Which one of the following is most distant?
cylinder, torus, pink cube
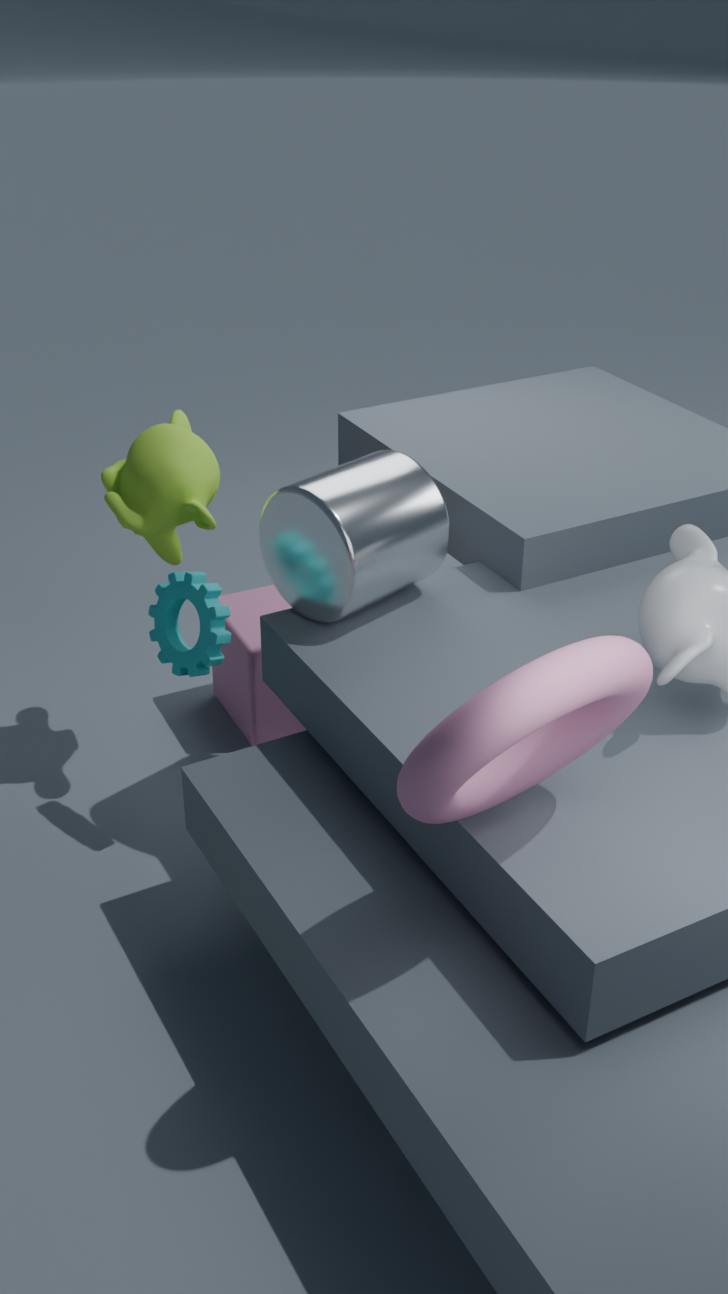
pink cube
